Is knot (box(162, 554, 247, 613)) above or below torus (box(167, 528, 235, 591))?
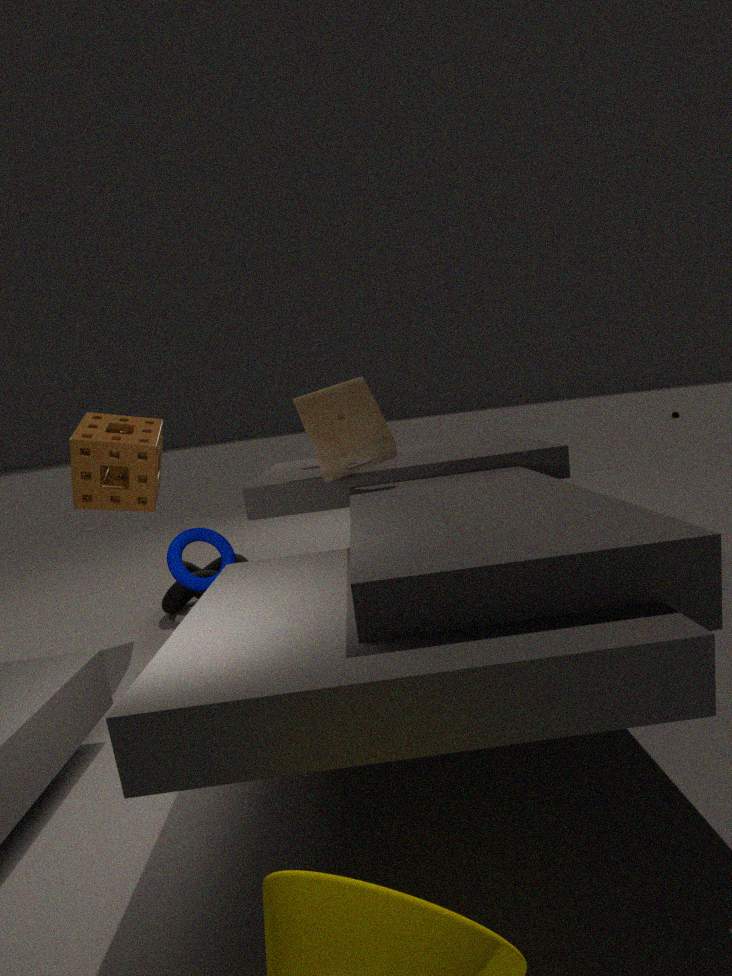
below
